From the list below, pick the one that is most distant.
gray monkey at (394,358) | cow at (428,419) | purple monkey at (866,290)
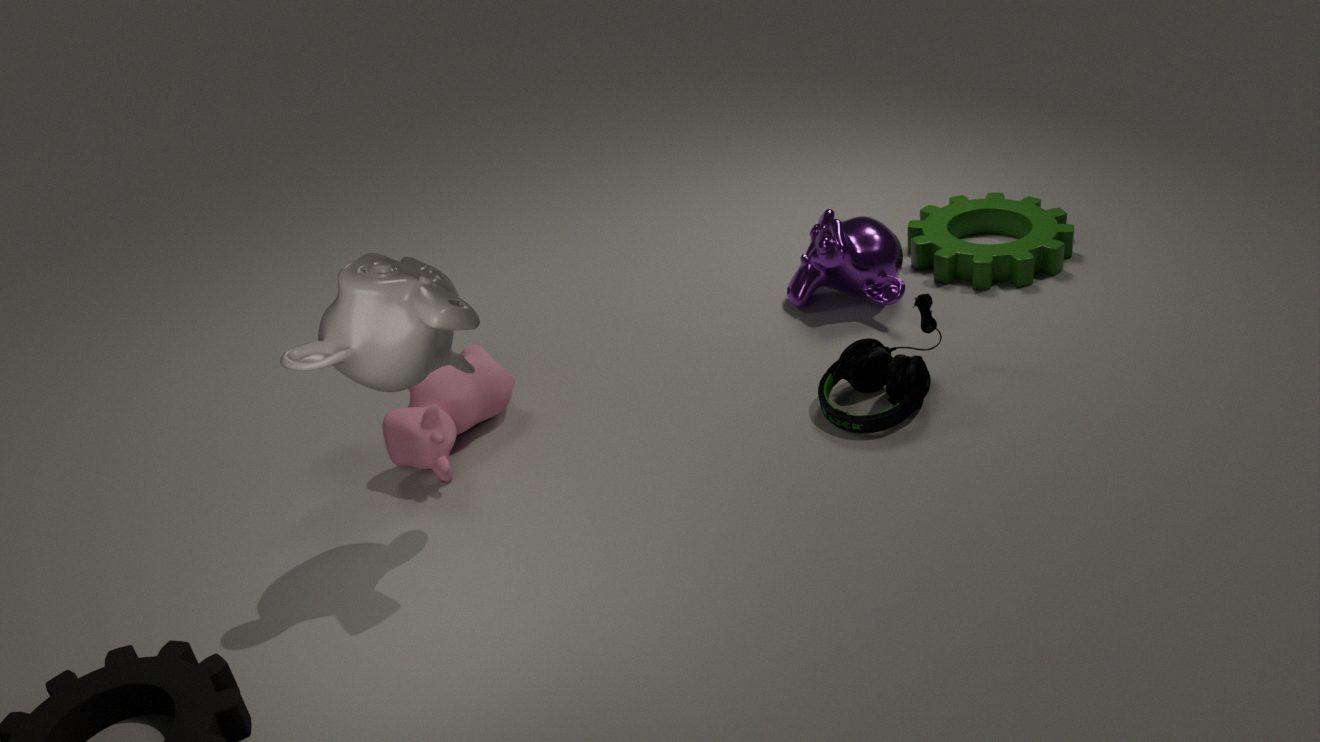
purple monkey at (866,290)
